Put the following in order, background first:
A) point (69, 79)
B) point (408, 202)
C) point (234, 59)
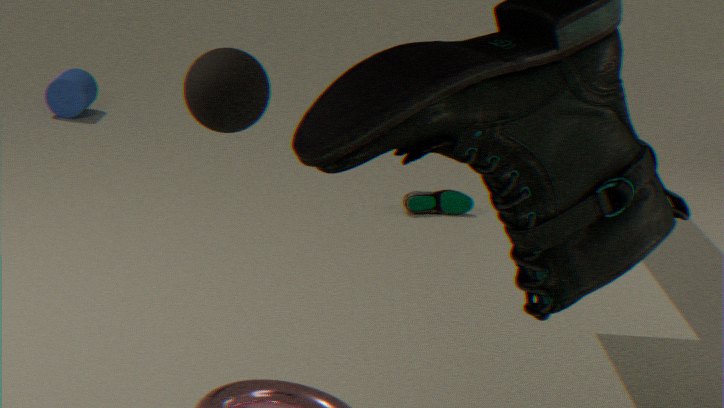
point (69, 79), point (408, 202), point (234, 59)
